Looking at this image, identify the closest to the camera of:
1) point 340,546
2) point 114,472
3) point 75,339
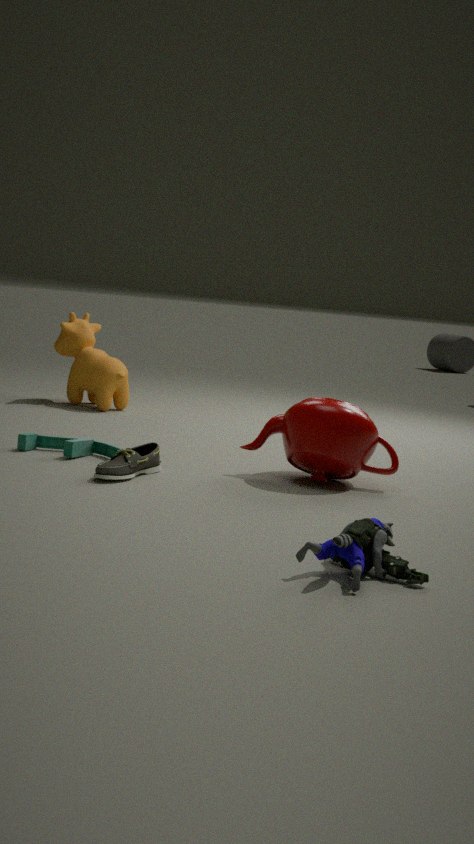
1. point 340,546
